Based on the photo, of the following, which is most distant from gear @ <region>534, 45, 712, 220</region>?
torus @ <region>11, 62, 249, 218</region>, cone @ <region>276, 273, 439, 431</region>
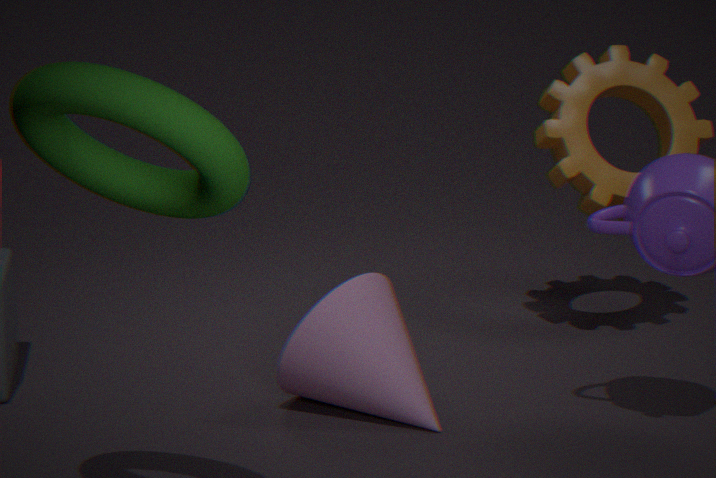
torus @ <region>11, 62, 249, 218</region>
